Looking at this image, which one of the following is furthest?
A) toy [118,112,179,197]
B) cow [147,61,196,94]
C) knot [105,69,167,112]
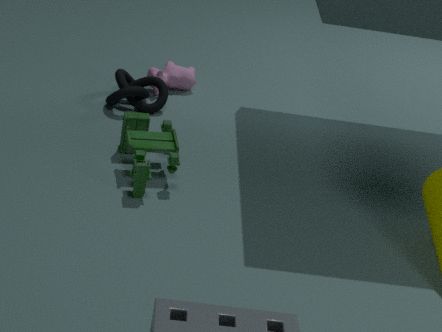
cow [147,61,196,94]
